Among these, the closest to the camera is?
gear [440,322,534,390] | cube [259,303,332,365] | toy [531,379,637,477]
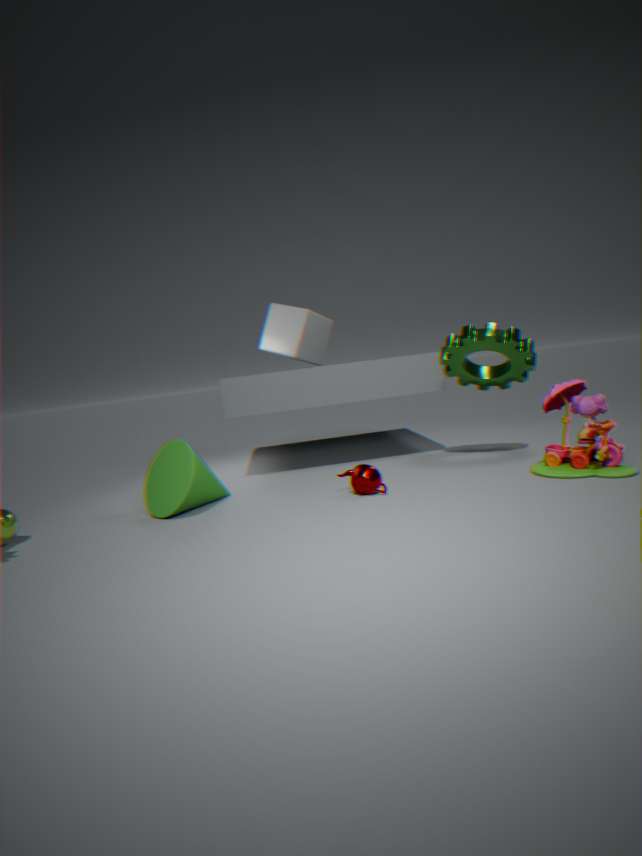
toy [531,379,637,477]
